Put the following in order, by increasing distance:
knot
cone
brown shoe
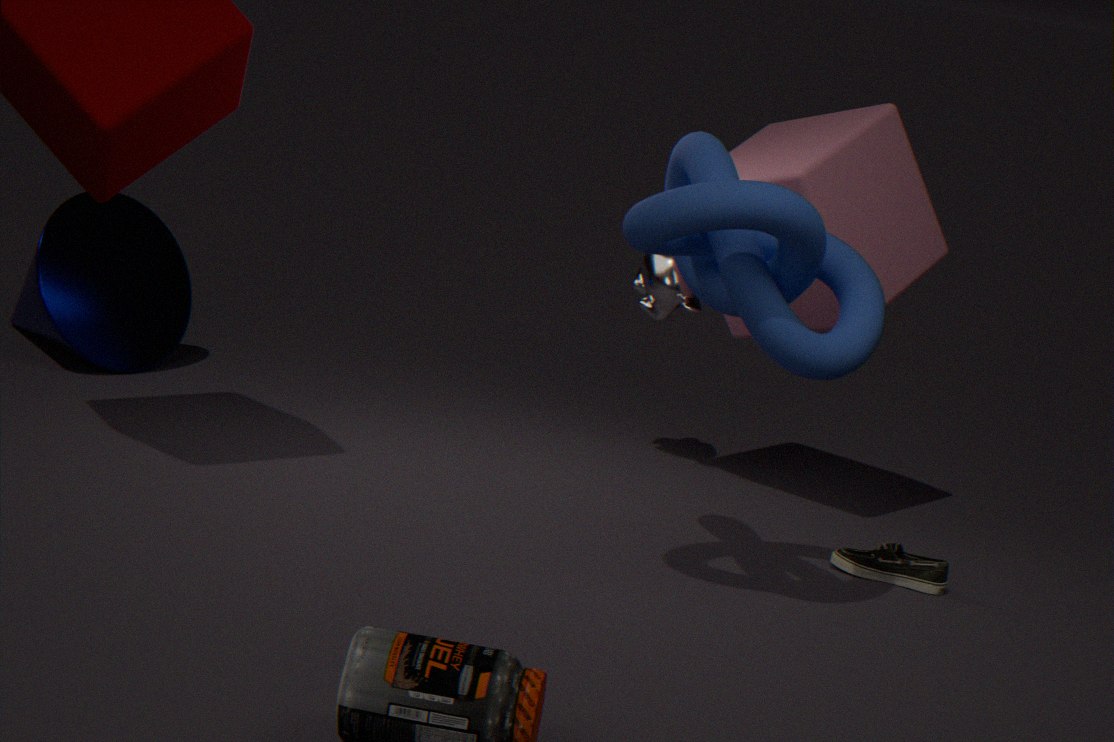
knot, brown shoe, cone
